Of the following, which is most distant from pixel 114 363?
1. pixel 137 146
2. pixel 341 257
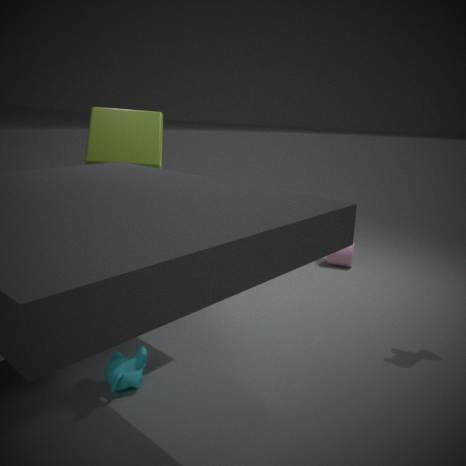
pixel 341 257
